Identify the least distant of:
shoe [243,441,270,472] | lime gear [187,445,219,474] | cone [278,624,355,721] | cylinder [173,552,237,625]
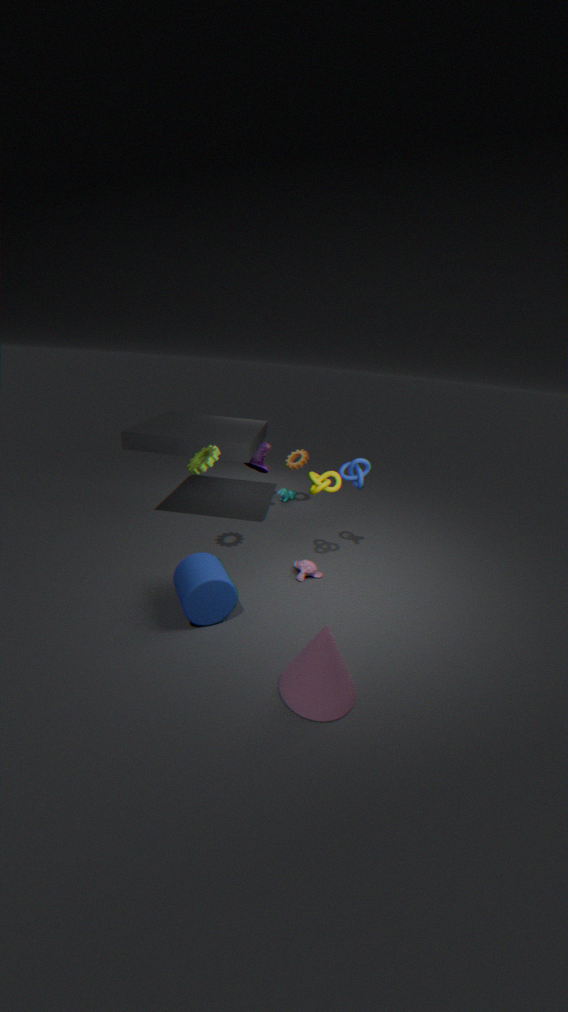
cone [278,624,355,721]
